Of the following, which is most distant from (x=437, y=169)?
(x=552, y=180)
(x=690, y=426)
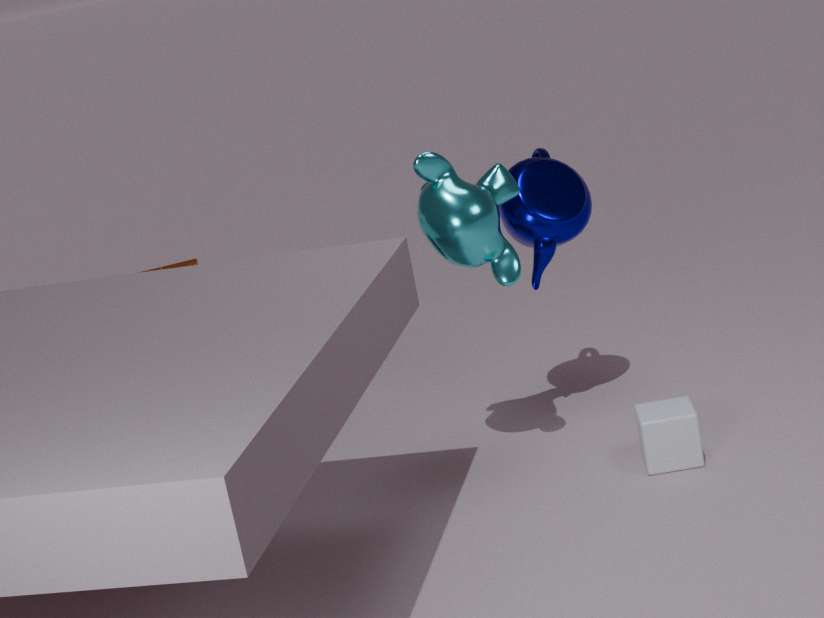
(x=690, y=426)
